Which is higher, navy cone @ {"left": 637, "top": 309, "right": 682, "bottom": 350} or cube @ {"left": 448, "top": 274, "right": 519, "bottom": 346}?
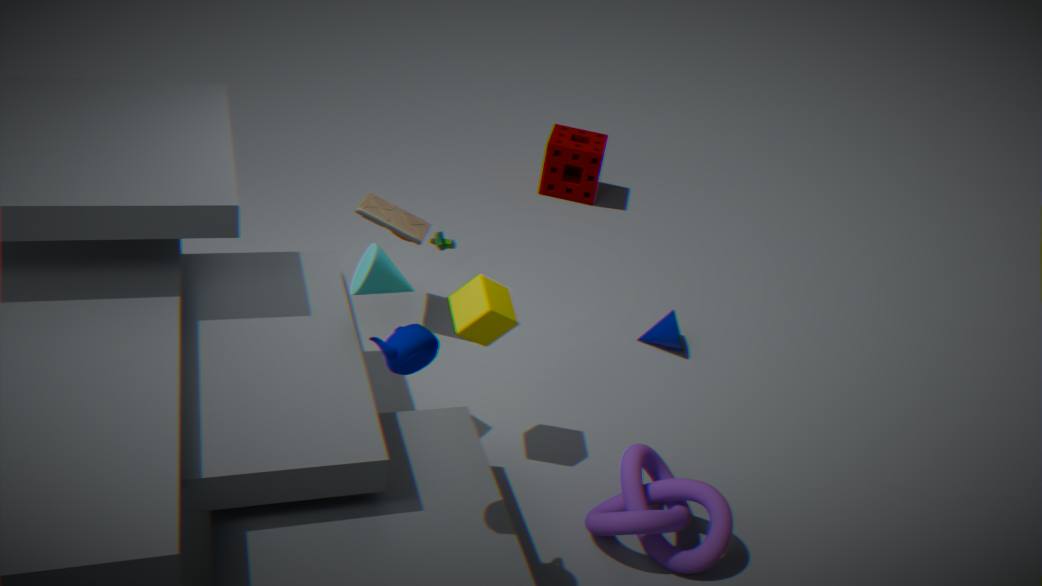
cube @ {"left": 448, "top": 274, "right": 519, "bottom": 346}
